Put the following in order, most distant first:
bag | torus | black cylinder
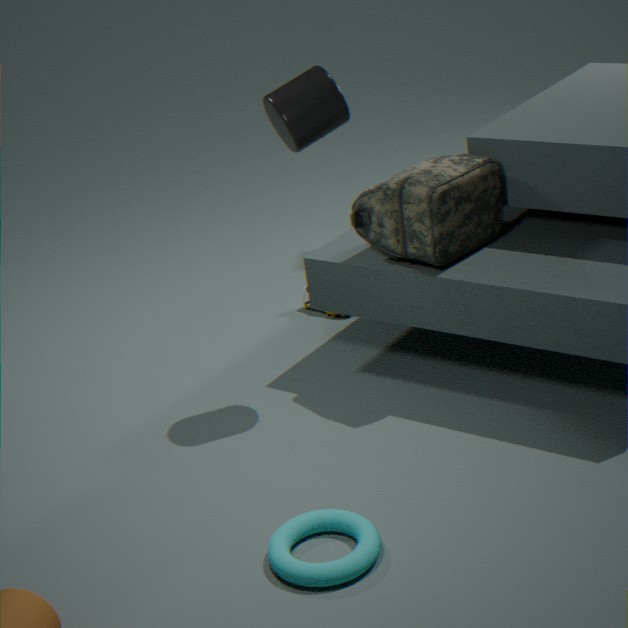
bag < black cylinder < torus
